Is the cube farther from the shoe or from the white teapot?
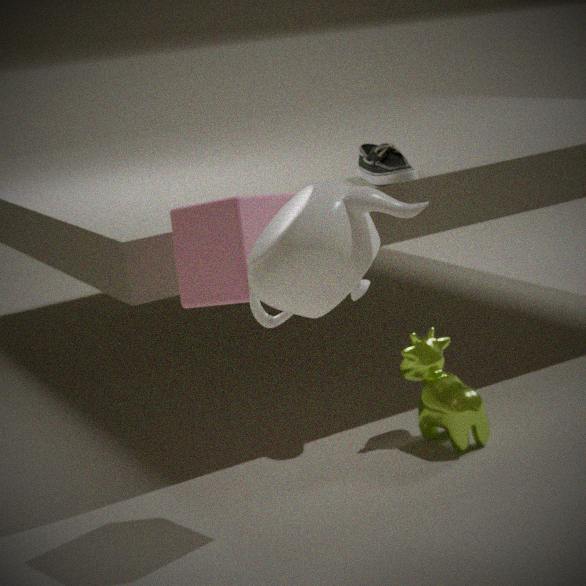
the white teapot
